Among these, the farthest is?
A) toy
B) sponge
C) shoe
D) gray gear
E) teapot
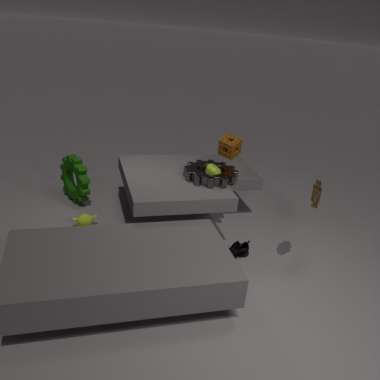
sponge
